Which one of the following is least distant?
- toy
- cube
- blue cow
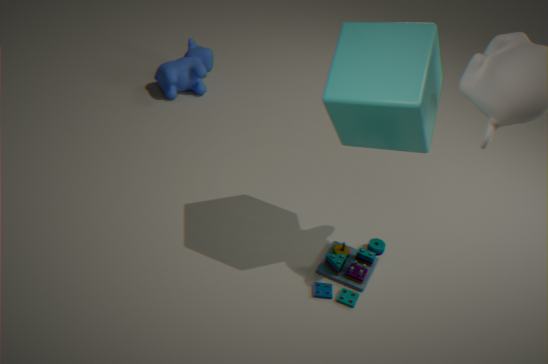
cube
